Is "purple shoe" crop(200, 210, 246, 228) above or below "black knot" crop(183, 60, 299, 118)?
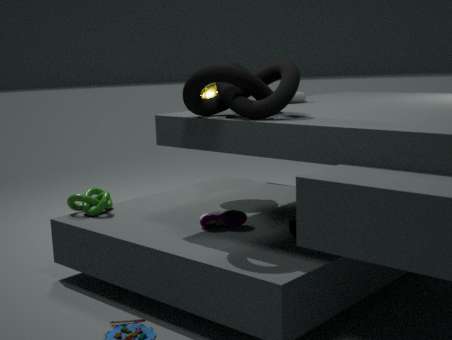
below
